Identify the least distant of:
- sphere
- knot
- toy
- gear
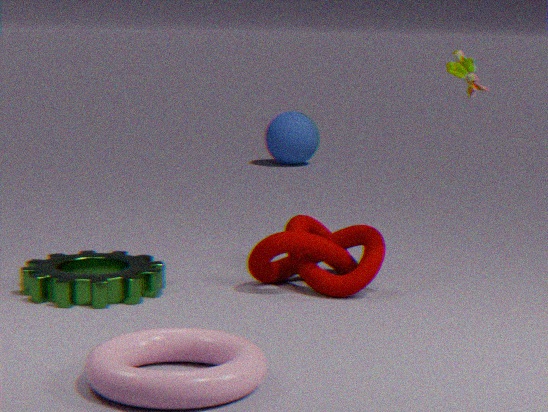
toy
